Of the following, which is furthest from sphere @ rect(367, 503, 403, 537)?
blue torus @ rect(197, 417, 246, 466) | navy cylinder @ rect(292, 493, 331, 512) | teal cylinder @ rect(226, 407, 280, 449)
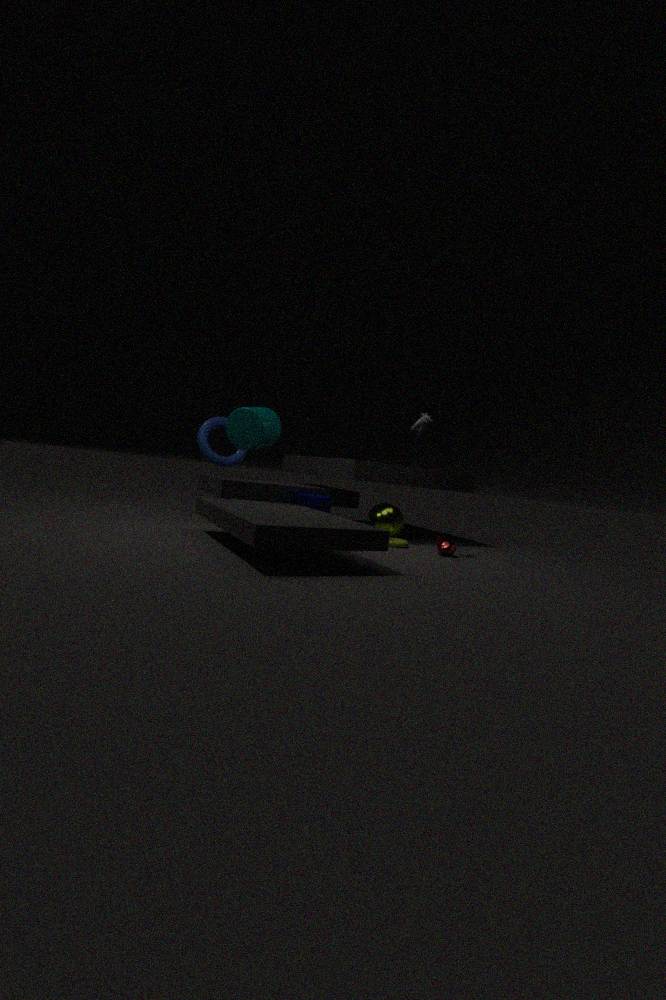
blue torus @ rect(197, 417, 246, 466)
